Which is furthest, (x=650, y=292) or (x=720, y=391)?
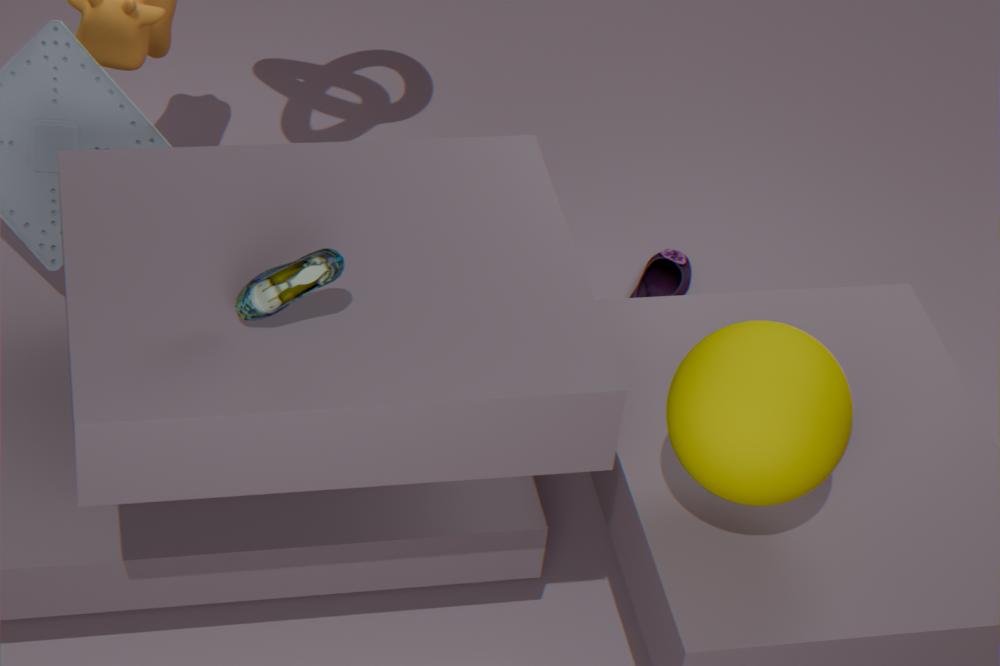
(x=650, y=292)
